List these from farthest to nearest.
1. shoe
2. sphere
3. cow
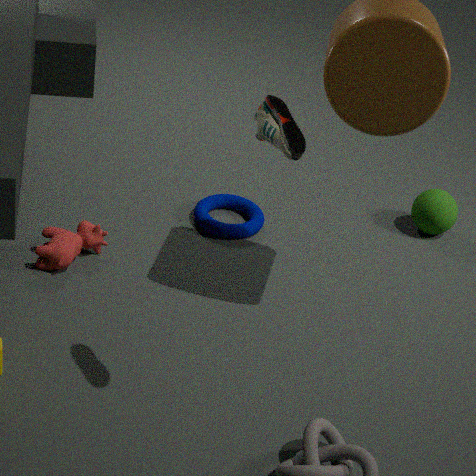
sphere, cow, shoe
